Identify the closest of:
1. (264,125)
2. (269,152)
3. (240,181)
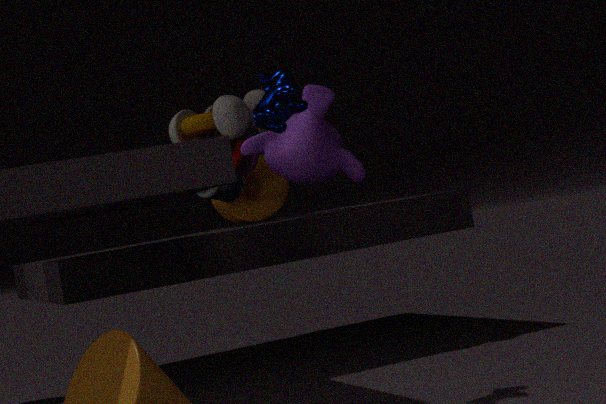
(264,125)
